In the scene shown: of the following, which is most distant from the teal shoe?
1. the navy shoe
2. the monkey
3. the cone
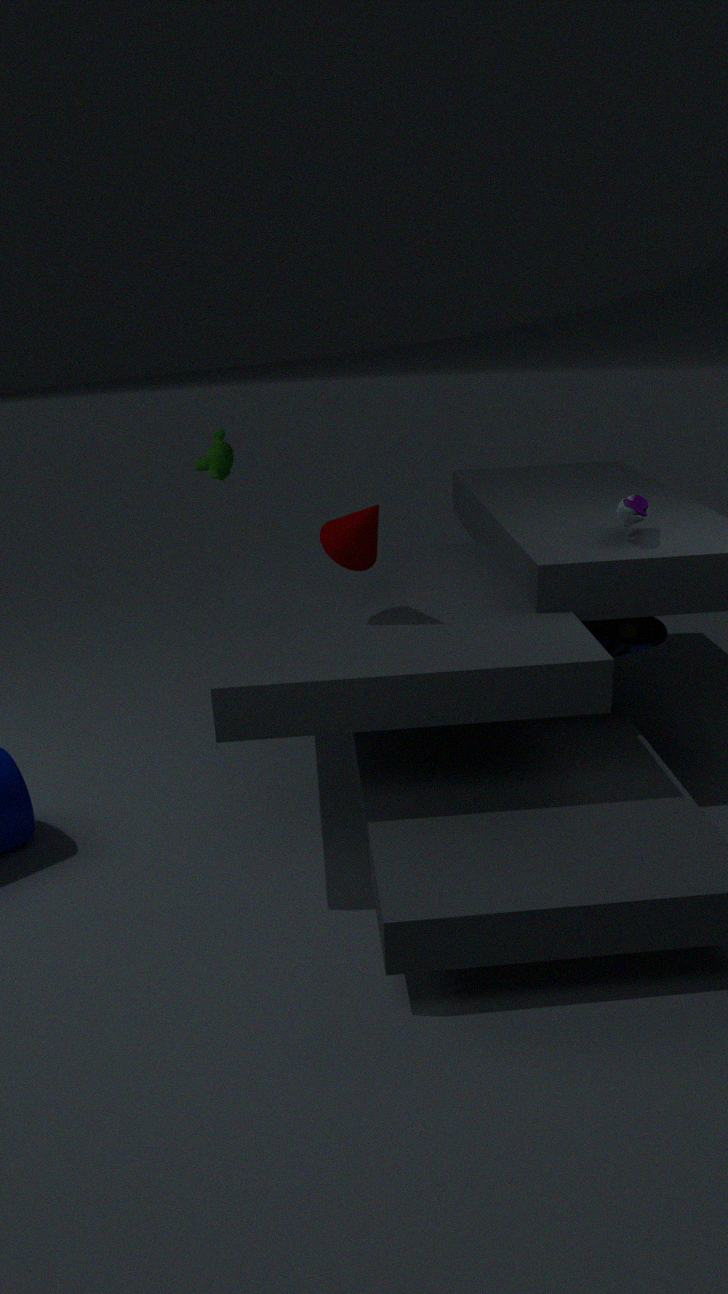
the monkey
